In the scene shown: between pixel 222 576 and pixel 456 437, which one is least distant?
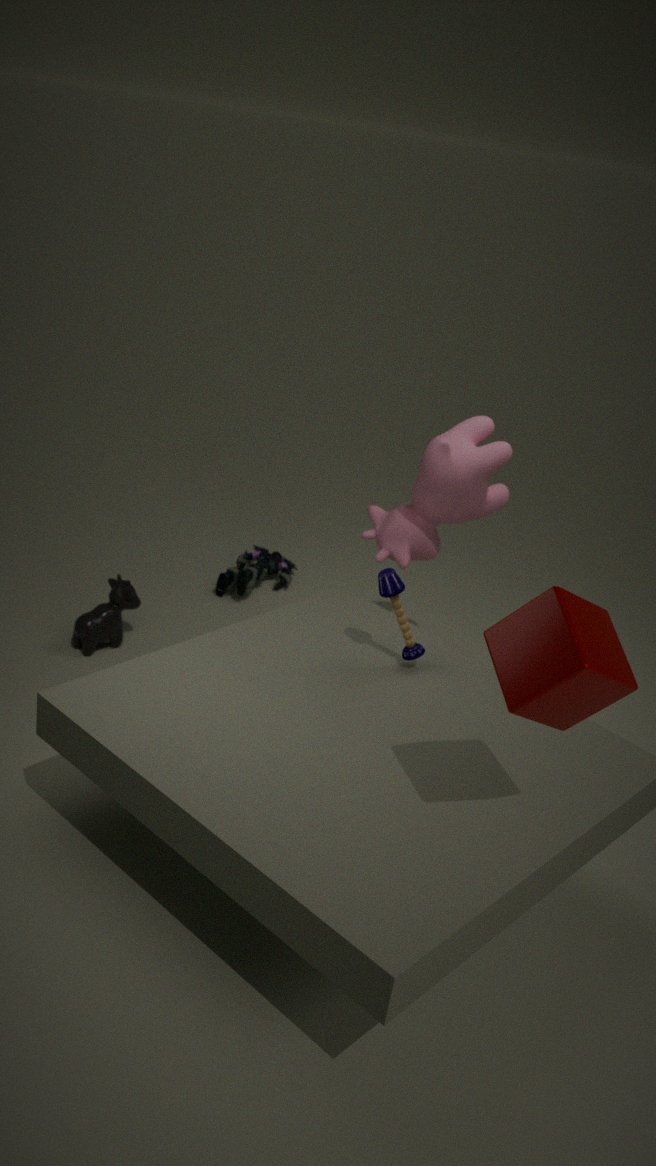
pixel 456 437
